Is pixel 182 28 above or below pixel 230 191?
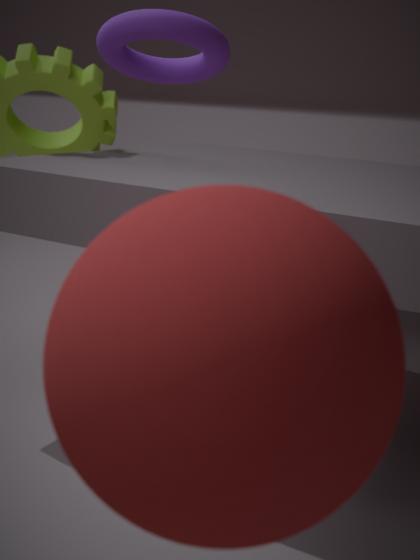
above
